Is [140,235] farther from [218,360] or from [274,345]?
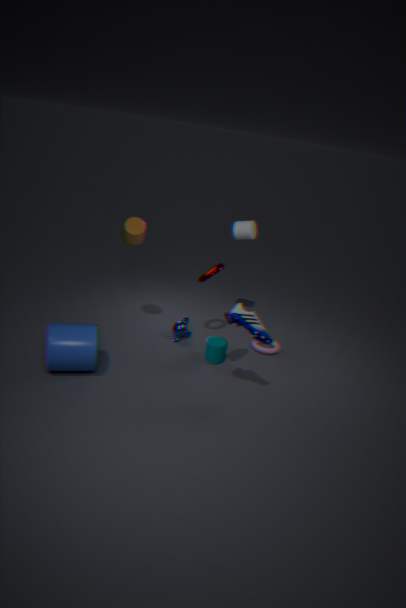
[274,345]
